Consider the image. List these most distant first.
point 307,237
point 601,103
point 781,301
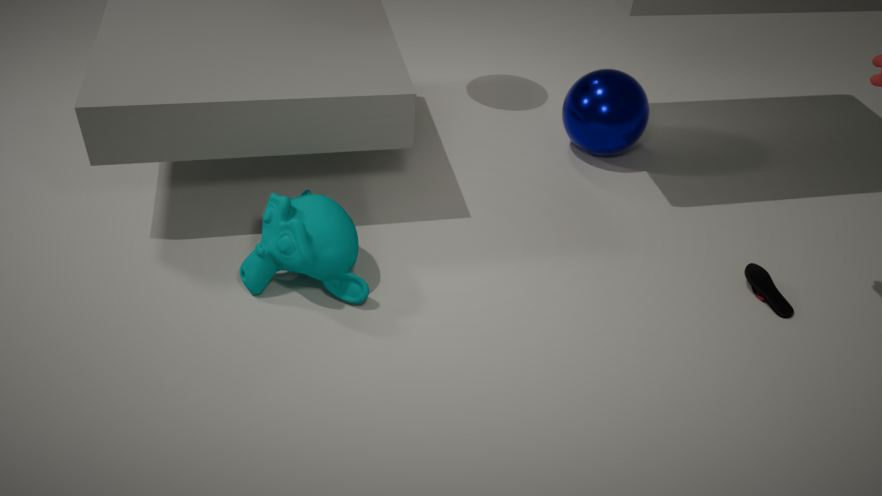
1. point 601,103
2. point 781,301
3. point 307,237
